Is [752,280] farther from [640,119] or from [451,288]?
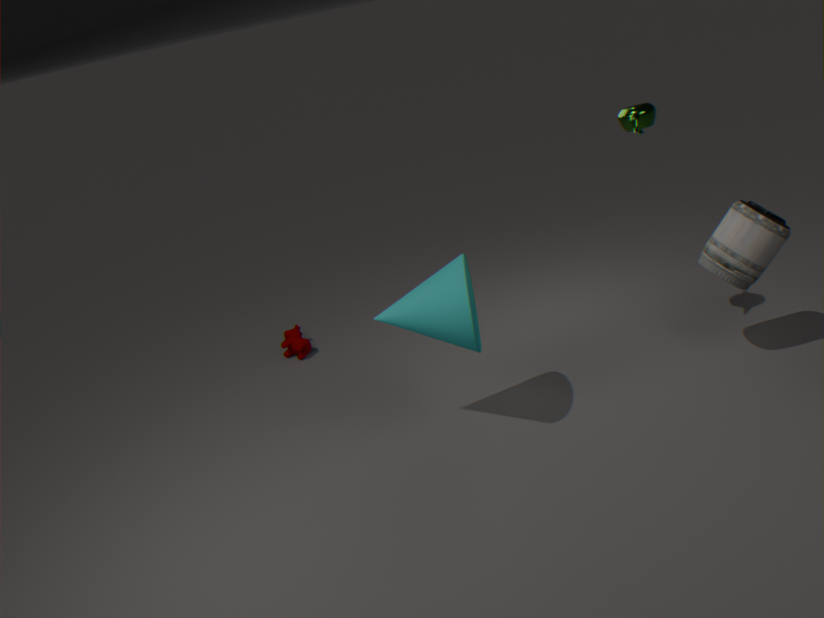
[451,288]
